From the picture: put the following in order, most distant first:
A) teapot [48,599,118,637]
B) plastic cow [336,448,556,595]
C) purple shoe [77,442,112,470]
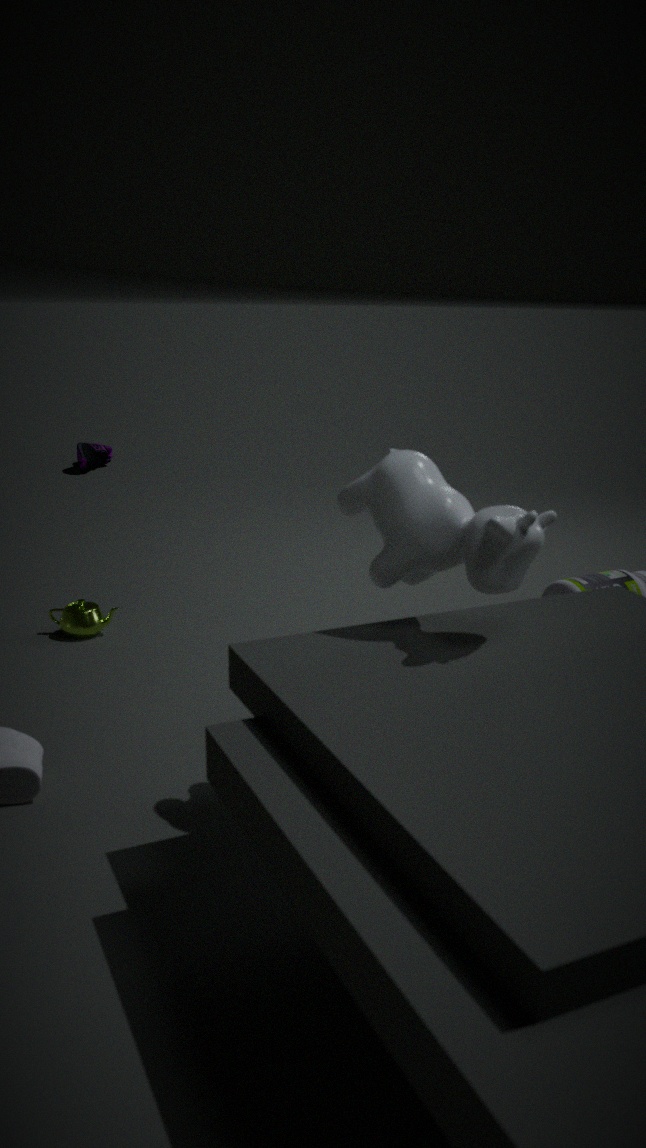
C. purple shoe [77,442,112,470] < A. teapot [48,599,118,637] < B. plastic cow [336,448,556,595]
